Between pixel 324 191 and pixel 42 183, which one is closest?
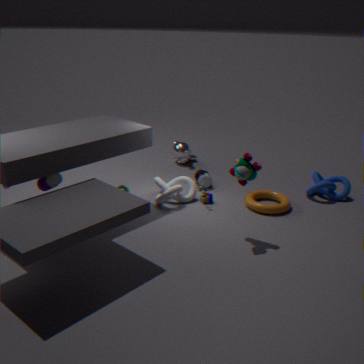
pixel 42 183
